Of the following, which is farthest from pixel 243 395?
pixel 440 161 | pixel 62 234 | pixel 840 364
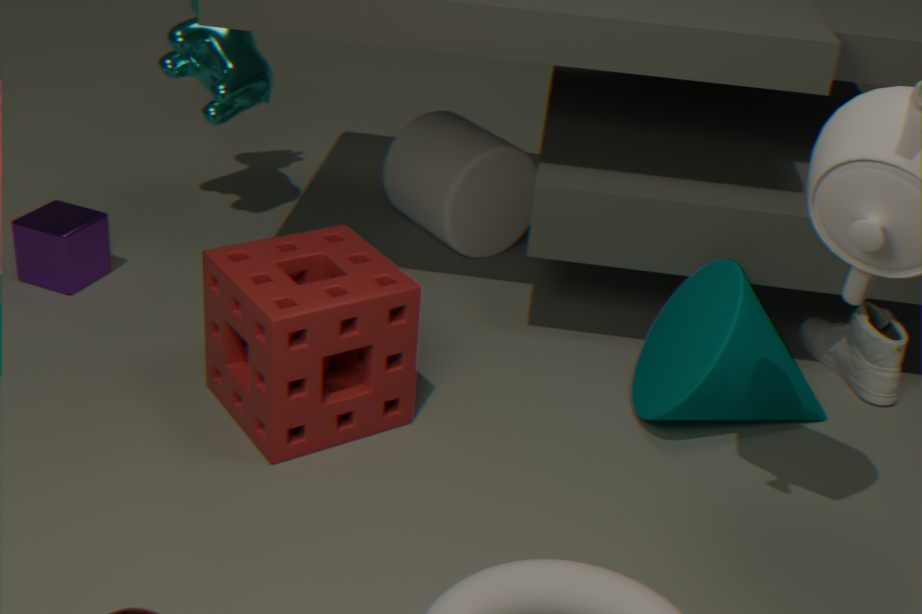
pixel 840 364
